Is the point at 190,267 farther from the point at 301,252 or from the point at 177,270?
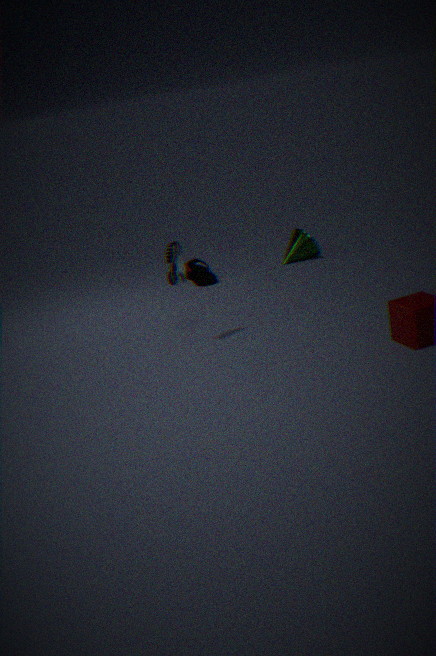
the point at 177,270
